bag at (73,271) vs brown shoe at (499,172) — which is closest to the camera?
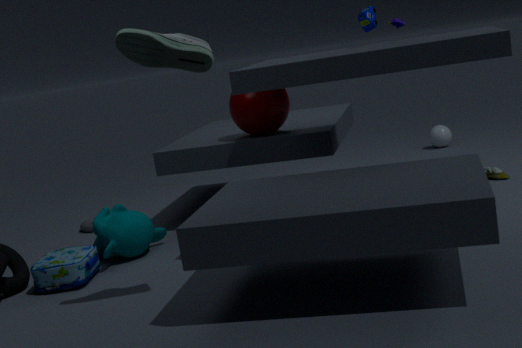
bag at (73,271)
